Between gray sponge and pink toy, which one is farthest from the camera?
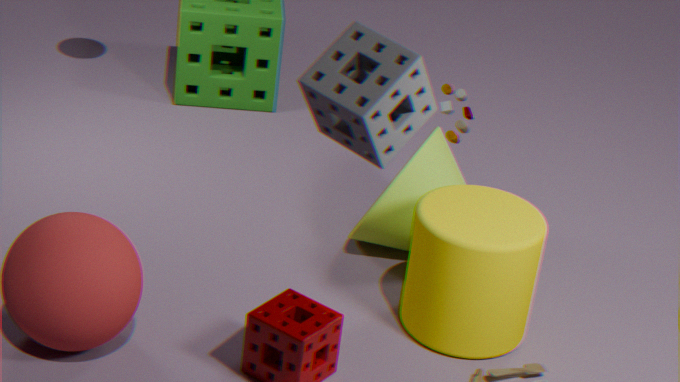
pink toy
